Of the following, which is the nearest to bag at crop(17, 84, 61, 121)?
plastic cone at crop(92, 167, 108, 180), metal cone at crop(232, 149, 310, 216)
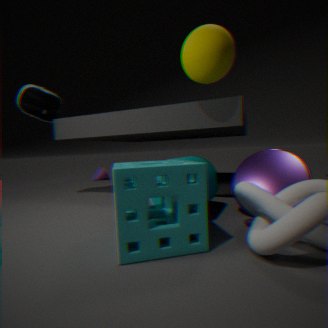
plastic cone at crop(92, 167, 108, 180)
